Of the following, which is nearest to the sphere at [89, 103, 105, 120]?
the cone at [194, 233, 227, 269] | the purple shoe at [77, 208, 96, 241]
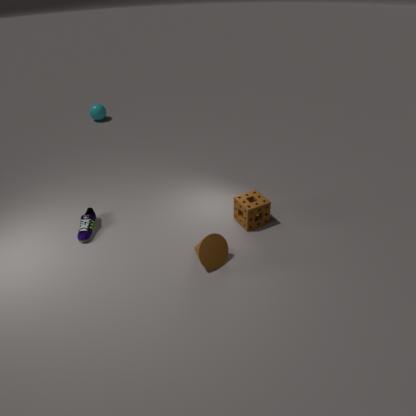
the purple shoe at [77, 208, 96, 241]
